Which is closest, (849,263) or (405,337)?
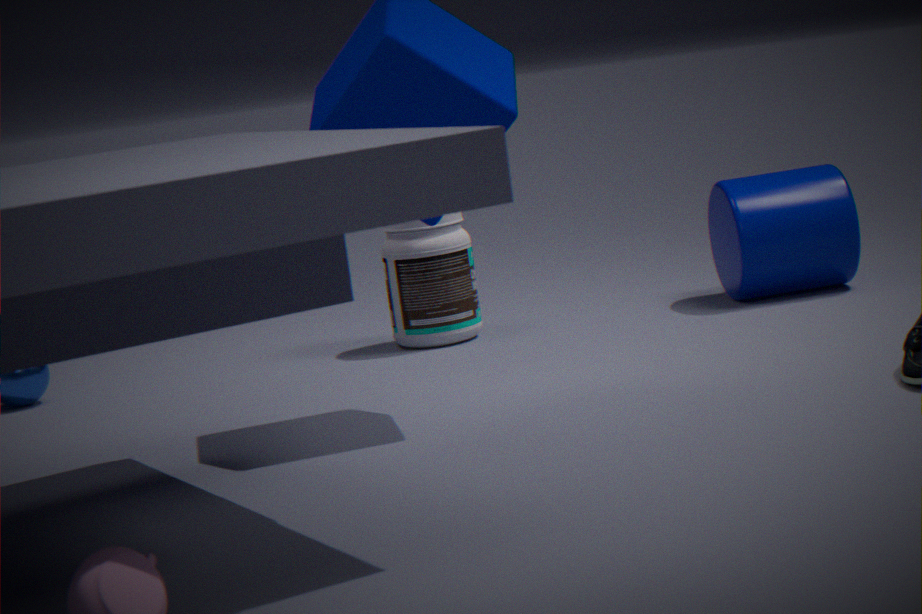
(405,337)
